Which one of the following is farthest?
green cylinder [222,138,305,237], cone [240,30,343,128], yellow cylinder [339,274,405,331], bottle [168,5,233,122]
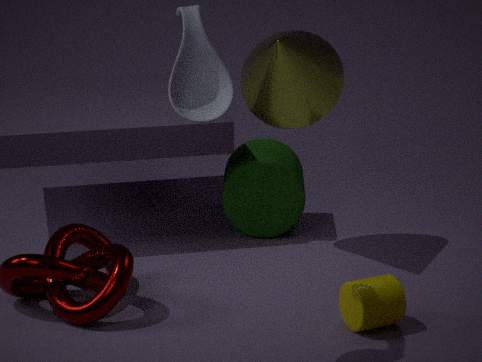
green cylinder [222,138,305,237]
